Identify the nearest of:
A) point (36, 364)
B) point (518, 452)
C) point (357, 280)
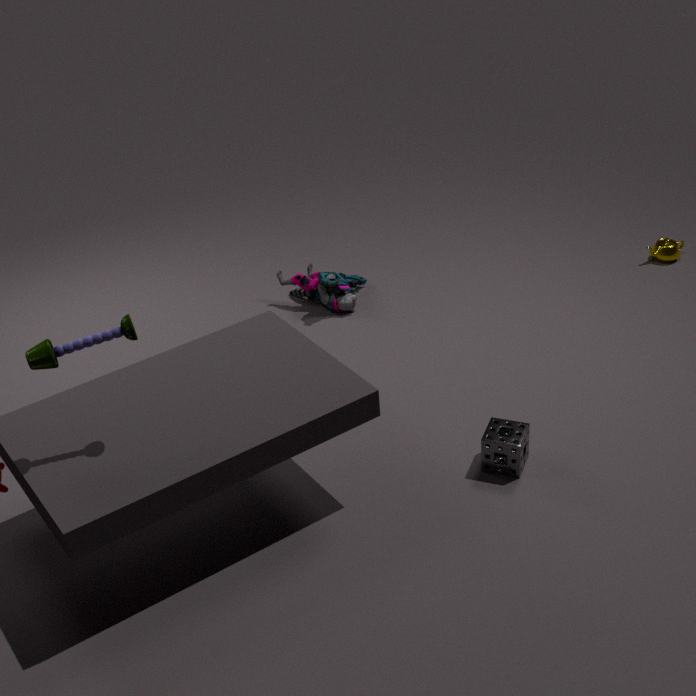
point (36, 364)
